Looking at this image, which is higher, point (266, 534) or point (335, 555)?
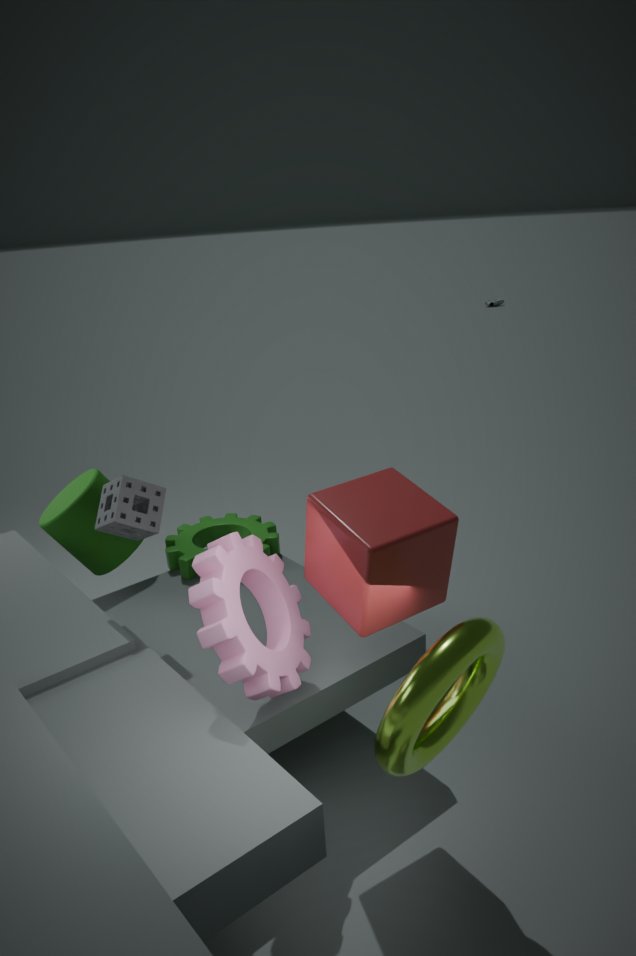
point (335, 555)
